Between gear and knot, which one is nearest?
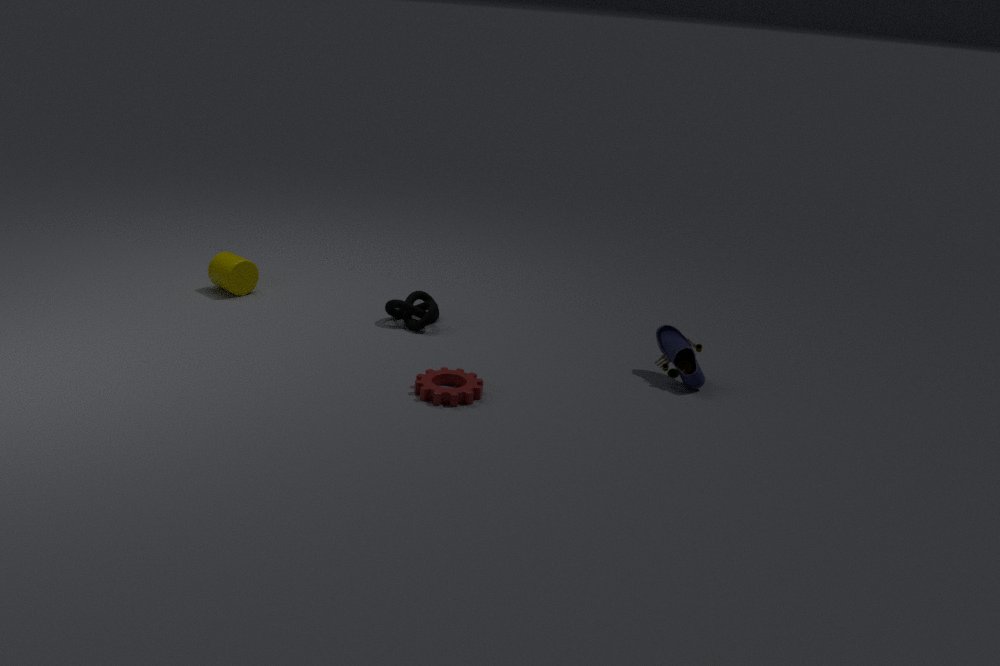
gear
